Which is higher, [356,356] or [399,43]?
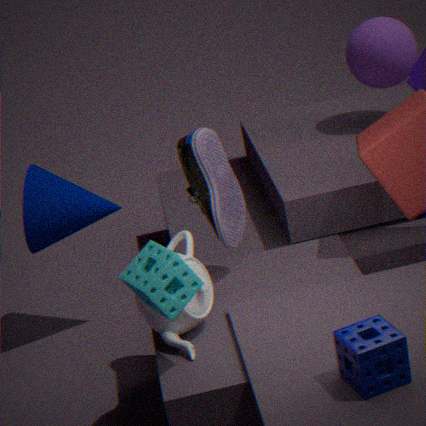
[399,43]
